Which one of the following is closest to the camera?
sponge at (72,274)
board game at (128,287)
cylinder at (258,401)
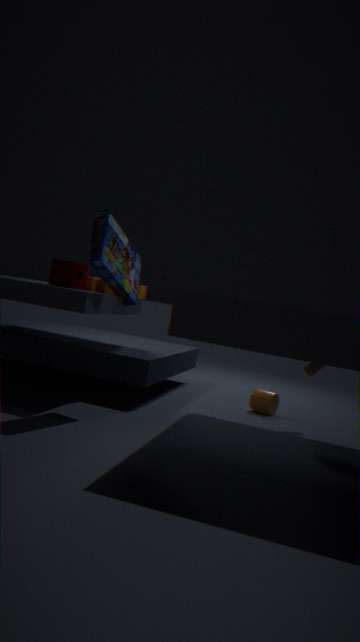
board game at (128,287)
